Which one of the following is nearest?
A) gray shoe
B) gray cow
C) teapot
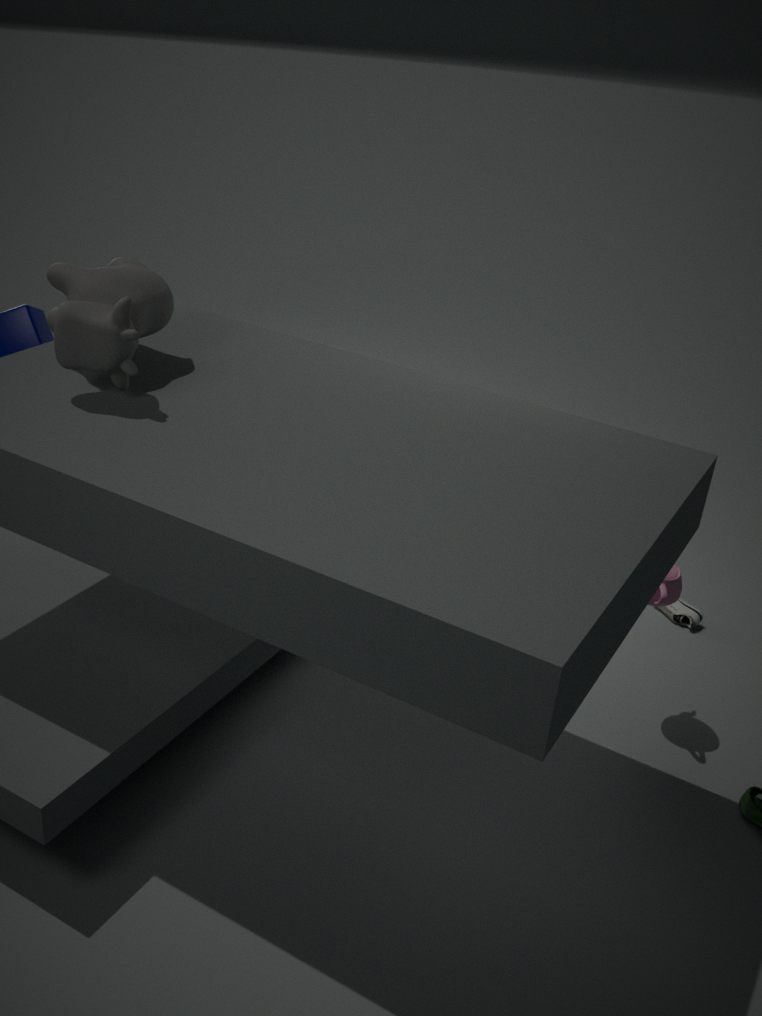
gray cow
